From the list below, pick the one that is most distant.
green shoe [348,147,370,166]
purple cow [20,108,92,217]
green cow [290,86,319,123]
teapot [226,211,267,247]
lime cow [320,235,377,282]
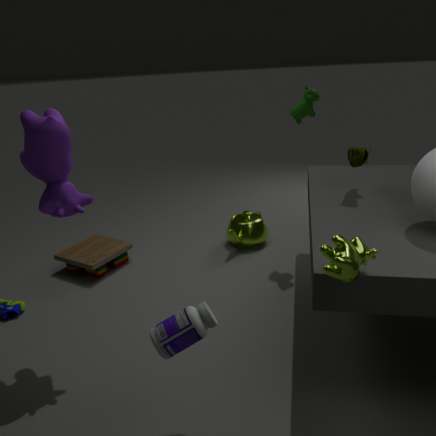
teapot [226,211,267,247]
